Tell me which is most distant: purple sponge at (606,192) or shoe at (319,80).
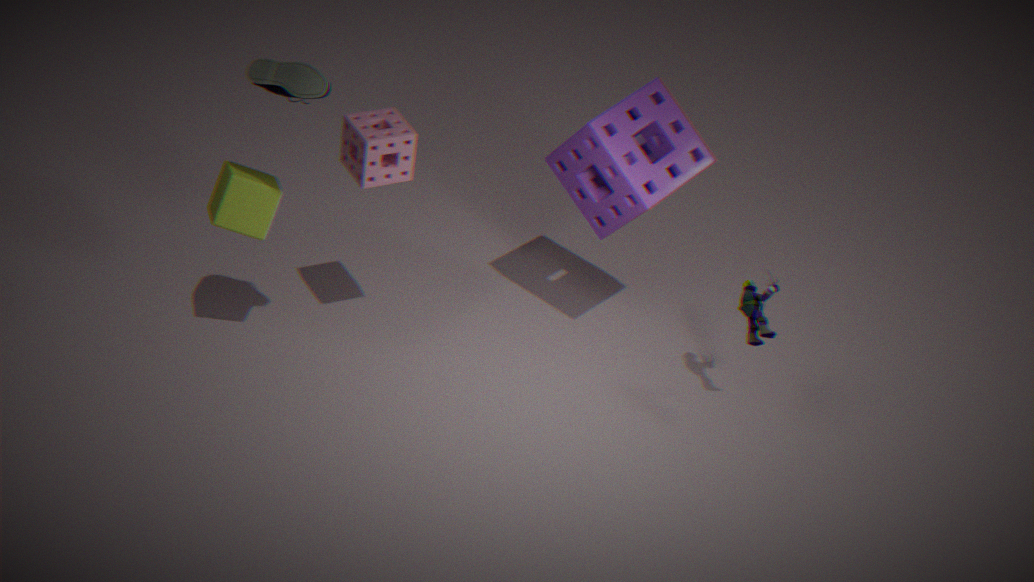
purple sponge at (606,192)
